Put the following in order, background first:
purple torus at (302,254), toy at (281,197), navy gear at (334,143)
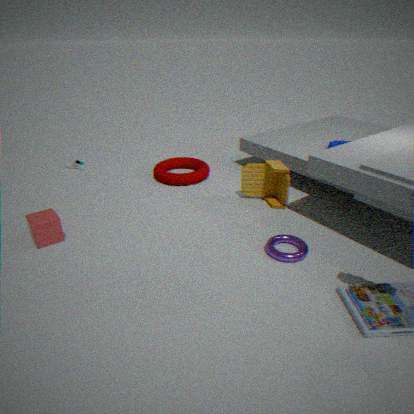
navy gear at (334,143)
toy at (281,197)
purple torus at (302,254)
